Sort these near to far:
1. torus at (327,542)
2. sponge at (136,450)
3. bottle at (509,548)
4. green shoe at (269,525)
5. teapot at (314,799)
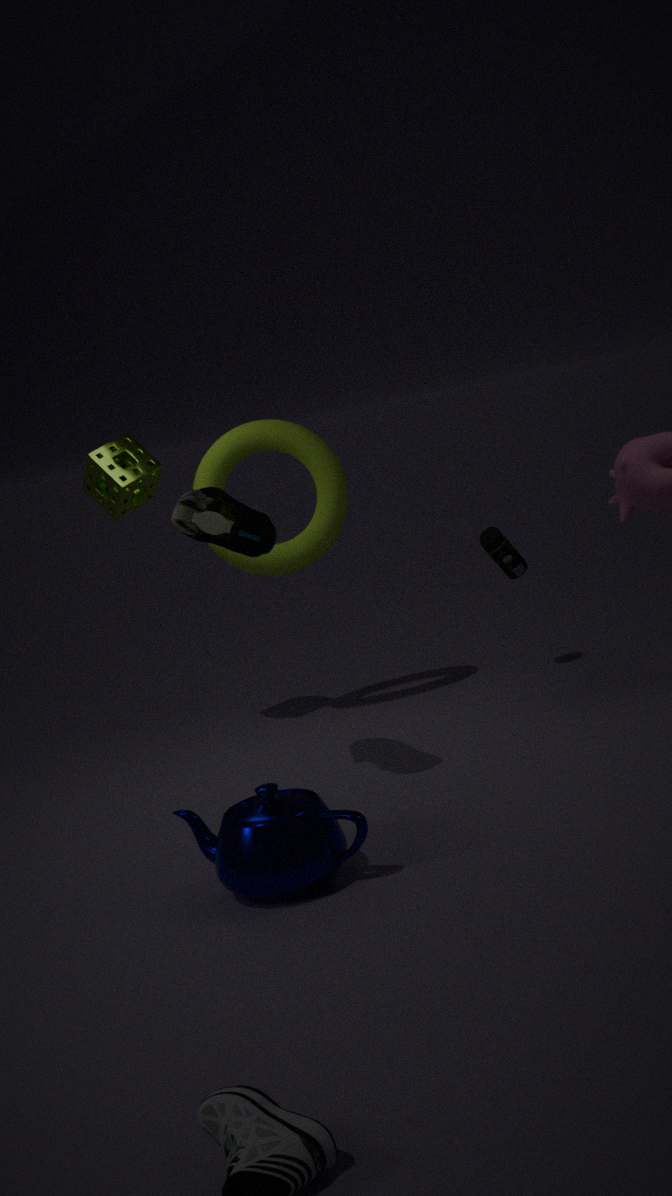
teapot at (314,799) → green shoe at (269,525) → sponge at (136,450) → torus at (327,542) → bottle at (509,548)
